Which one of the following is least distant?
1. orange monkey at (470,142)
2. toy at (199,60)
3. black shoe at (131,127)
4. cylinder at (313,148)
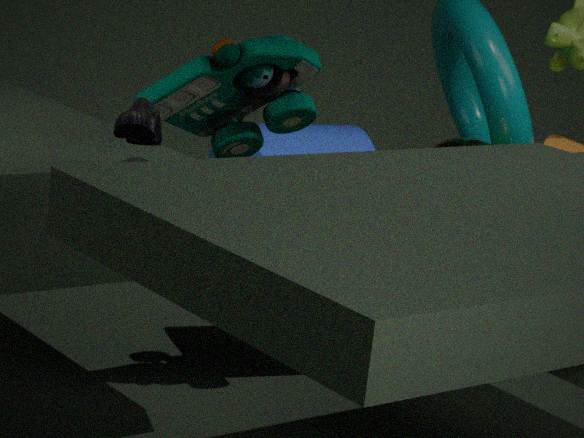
black shoe at (131,127)
